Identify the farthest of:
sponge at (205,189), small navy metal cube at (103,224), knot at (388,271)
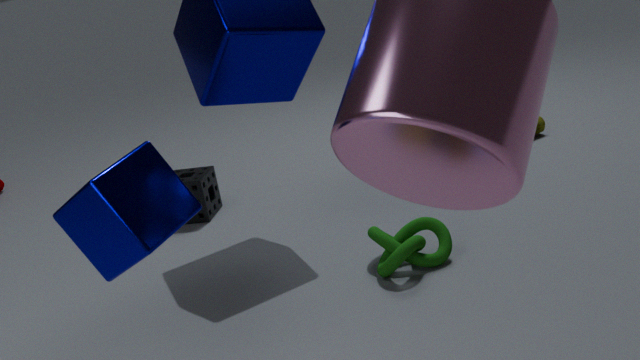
sponge at (205,189)
